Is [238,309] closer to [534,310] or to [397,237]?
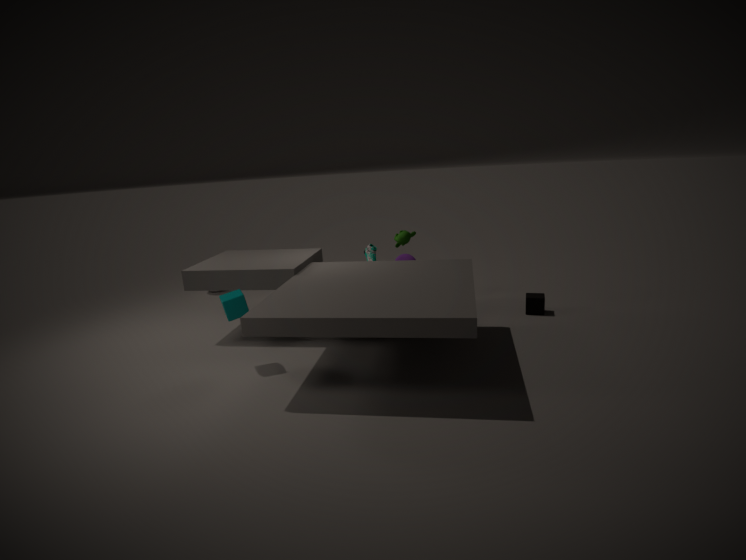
[397,237]
